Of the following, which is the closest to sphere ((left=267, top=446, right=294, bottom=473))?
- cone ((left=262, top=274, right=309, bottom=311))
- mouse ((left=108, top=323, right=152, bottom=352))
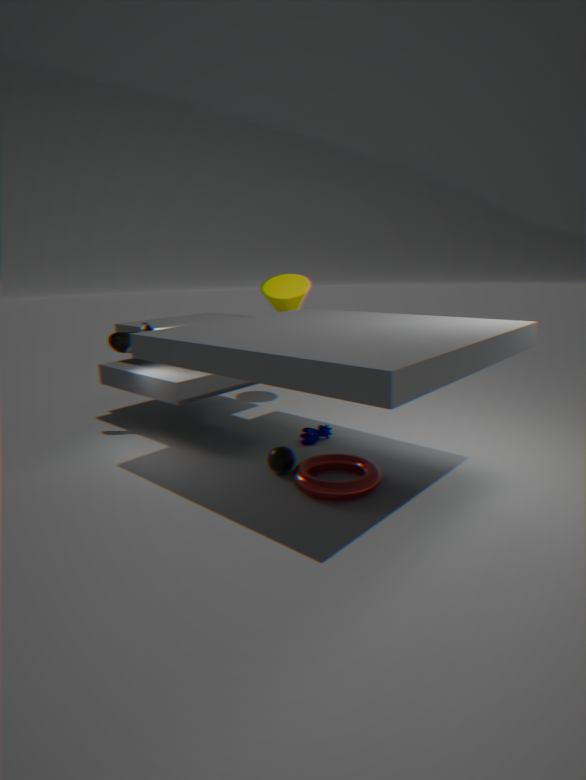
mouse ((left=108, top=323, right=152, bottom=352))
